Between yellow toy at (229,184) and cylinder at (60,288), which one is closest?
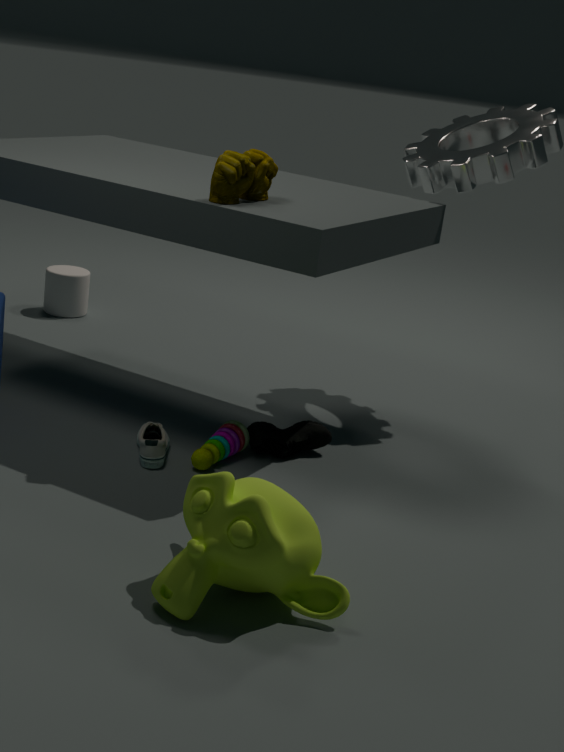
yellow toy at (229,184)
